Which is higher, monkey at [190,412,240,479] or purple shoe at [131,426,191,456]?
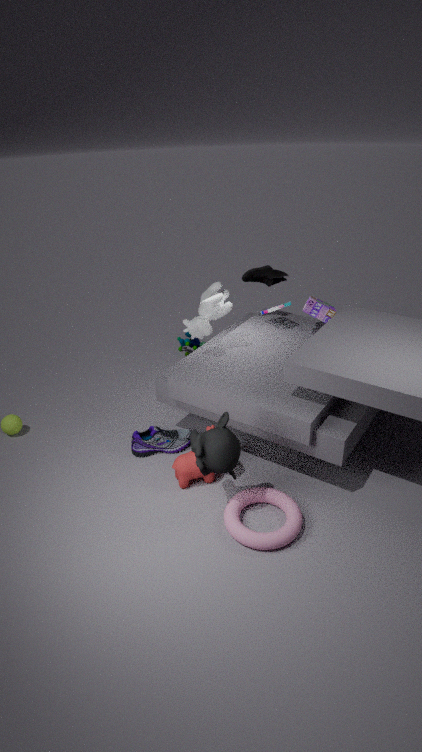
monkey at [190,412,240,479]
